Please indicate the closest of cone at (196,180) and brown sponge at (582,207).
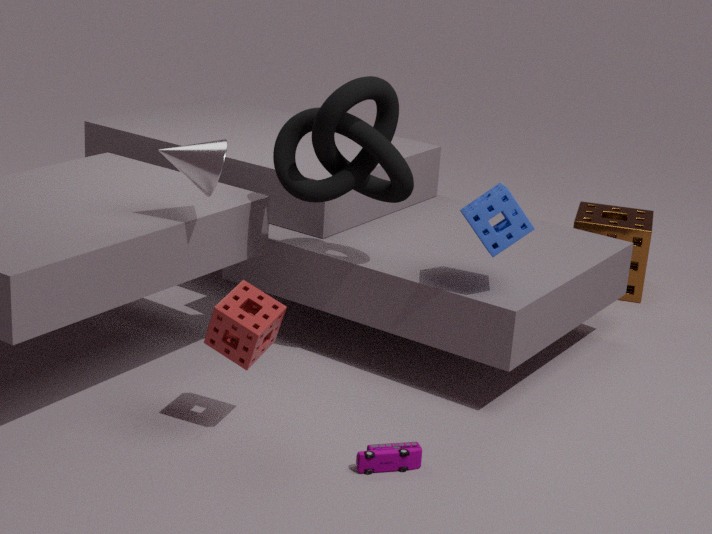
A: cone at (196,180)
